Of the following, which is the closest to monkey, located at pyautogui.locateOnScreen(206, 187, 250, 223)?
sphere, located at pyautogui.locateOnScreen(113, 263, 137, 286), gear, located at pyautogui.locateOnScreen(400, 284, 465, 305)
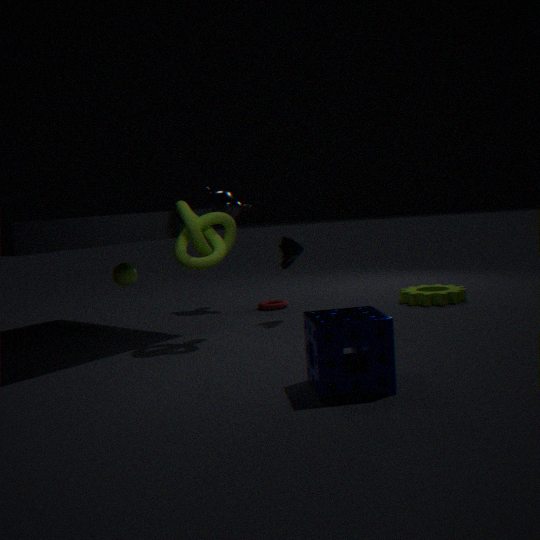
sphere, located at pyautogui.locateOnScreen(113, 263, 137, 286)
